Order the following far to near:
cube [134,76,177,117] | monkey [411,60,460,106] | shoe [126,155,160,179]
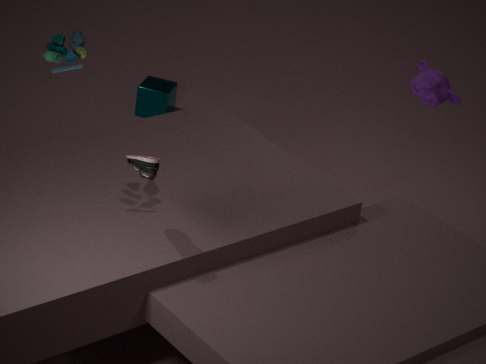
cube [134,76,177,117], monkey [411,60,460,106], shoe [126,155,160,179]
